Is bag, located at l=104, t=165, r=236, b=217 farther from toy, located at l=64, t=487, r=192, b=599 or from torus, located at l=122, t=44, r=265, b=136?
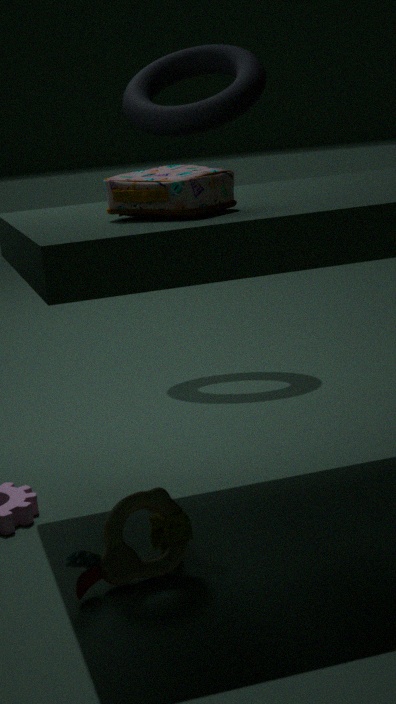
torus, located at l=122, t=44, r=265, b=136
